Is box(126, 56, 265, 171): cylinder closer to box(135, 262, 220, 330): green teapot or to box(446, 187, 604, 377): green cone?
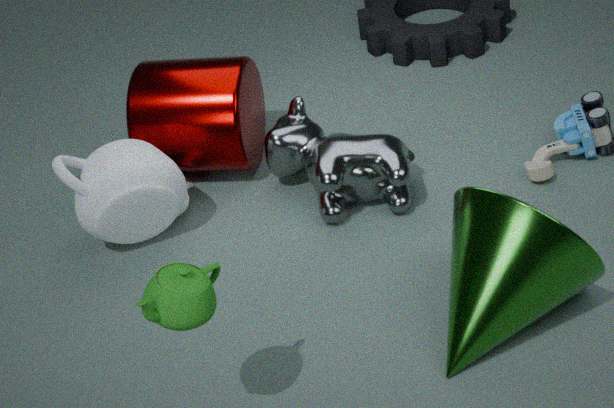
box(446, 187, 604, 377): green cone
